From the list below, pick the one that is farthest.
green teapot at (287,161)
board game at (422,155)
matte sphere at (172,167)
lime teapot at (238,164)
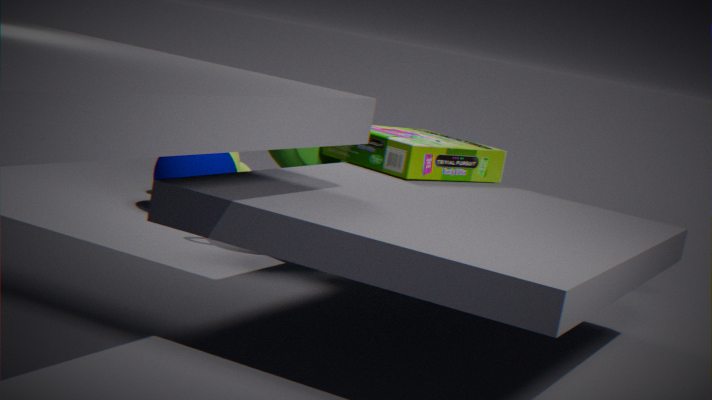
lime teapot at (238,164)
